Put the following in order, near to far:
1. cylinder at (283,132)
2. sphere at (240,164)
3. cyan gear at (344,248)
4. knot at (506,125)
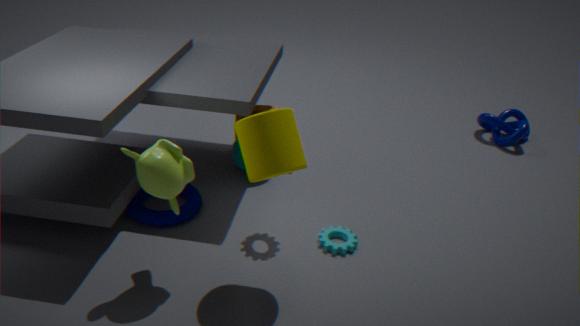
cylinder at (283,132)
cyan gear at (344,248)
sphere at (240,164)
knot at (506,125)
